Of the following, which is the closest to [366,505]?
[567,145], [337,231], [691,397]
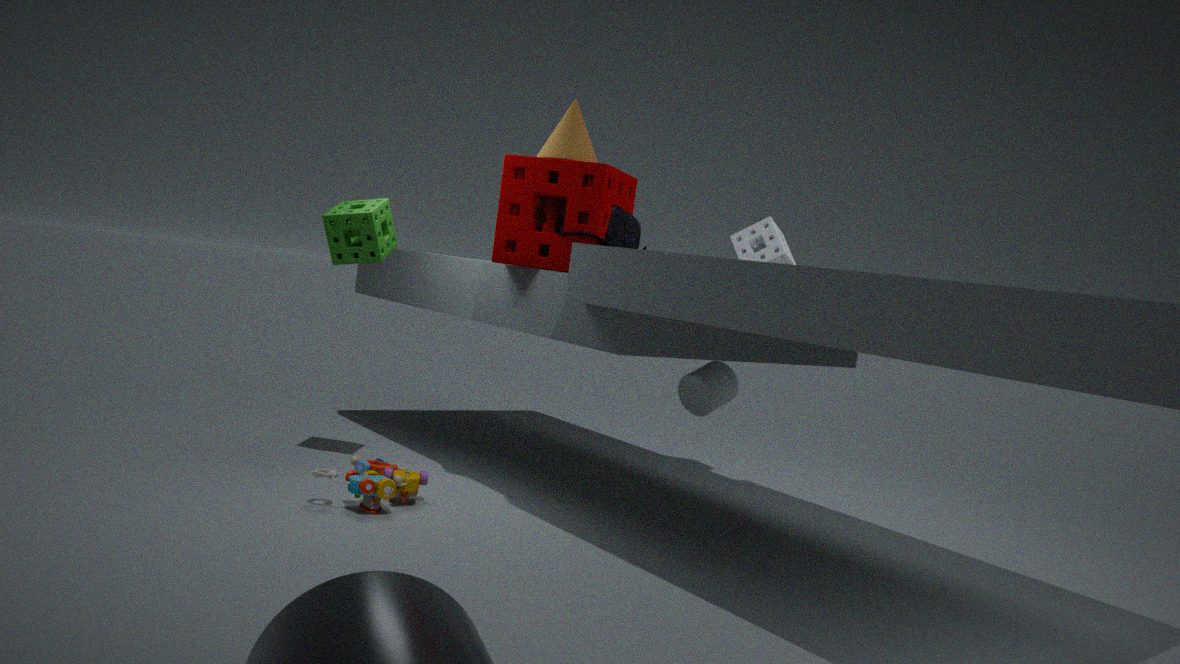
[337,231]
